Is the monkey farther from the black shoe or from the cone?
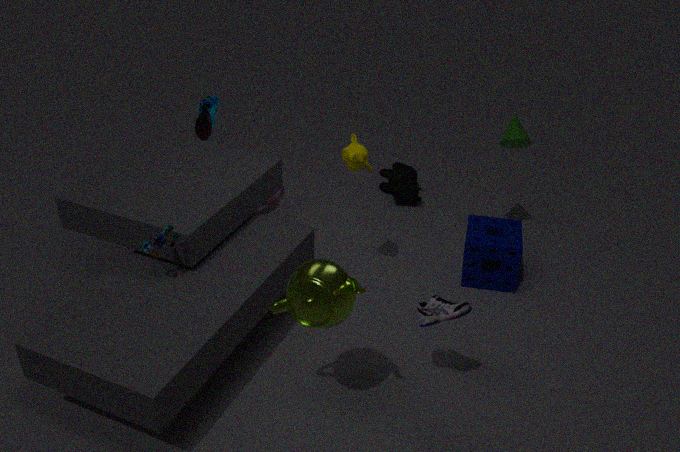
the cone
